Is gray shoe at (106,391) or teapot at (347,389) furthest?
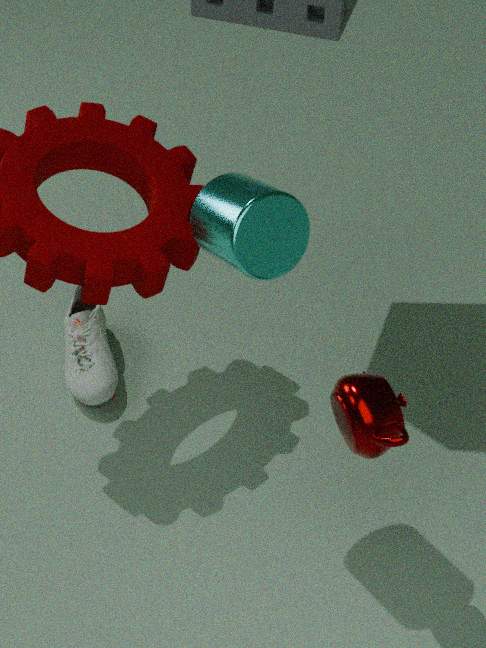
gray shoe at (106,391)
